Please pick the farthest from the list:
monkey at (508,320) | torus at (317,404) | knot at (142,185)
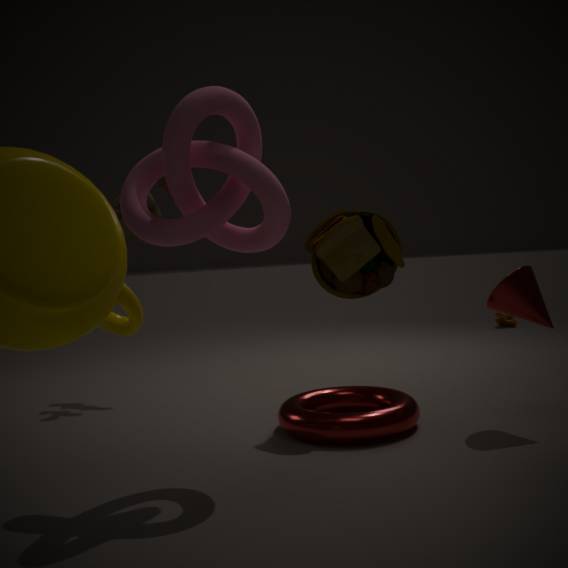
monkey at (508,320)
